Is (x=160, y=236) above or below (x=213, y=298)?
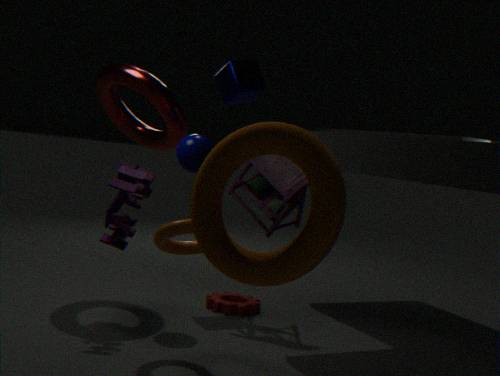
above
